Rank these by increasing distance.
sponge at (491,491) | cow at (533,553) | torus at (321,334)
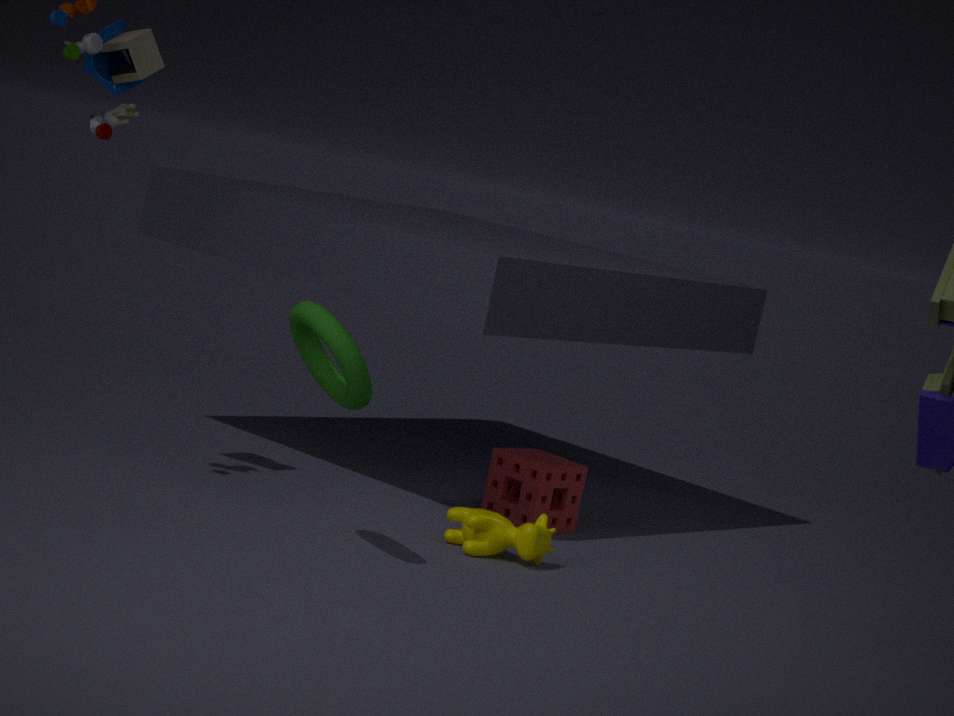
torus at (321,334), cow at (533,553), sponge at (491,491)
